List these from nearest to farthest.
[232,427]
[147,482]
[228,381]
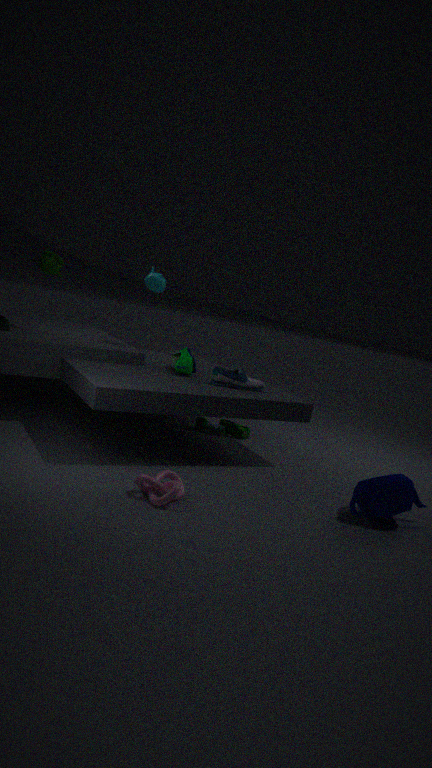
1. [147,482]
2. [228,381]
3. [232,427]
